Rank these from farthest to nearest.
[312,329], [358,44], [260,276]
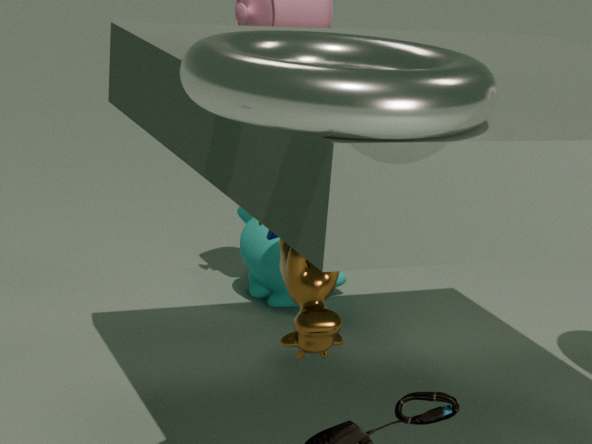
[260,276]
[358,44]
[312,329]
